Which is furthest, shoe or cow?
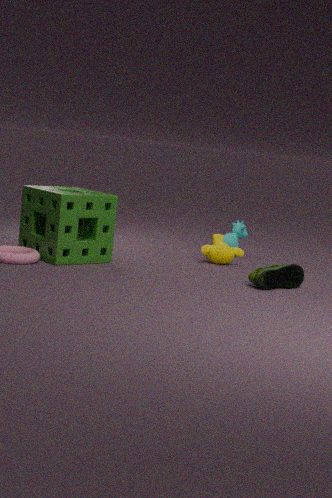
cow
